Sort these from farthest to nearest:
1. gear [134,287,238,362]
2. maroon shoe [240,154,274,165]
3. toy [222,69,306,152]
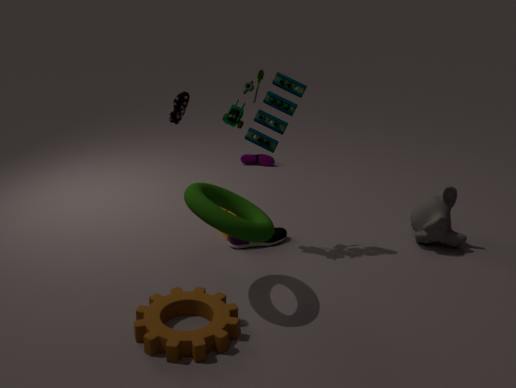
maroon shoe [240,154,274,165], toy [222,69,306,152], gear [134,287,238,362]
